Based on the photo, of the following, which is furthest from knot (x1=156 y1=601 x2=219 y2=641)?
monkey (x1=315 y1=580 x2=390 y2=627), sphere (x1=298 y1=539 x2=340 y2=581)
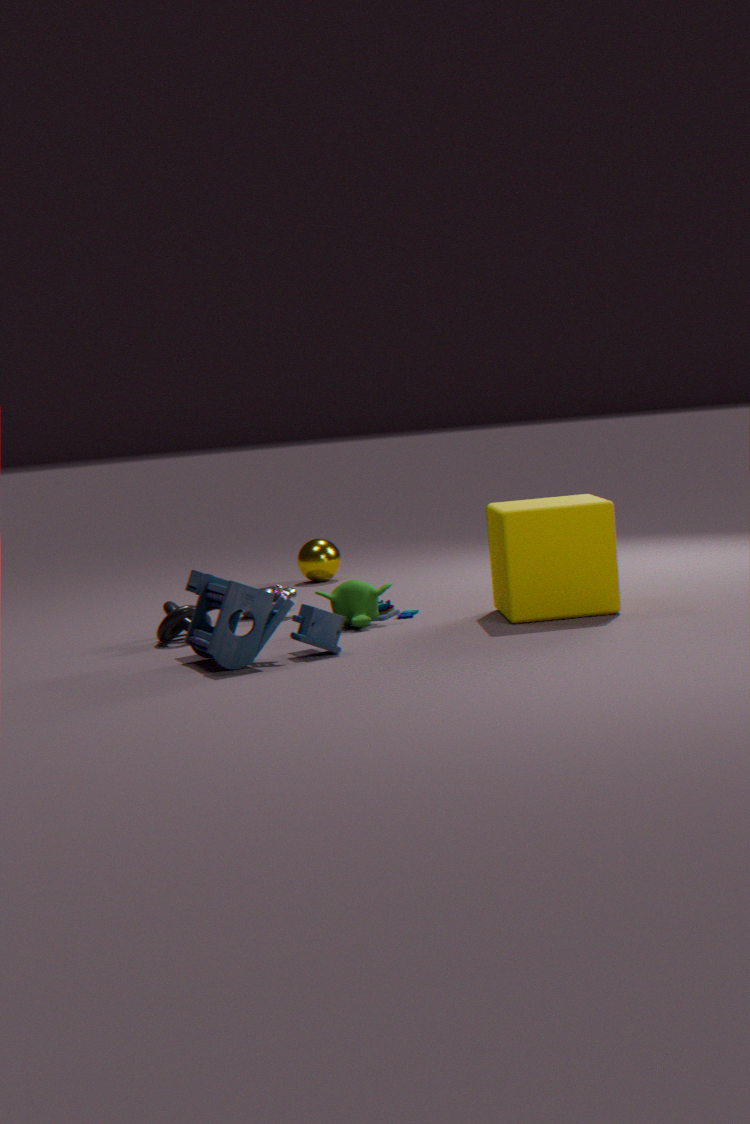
sphere (x1=298 y1=539 x2=340 y2=581)
